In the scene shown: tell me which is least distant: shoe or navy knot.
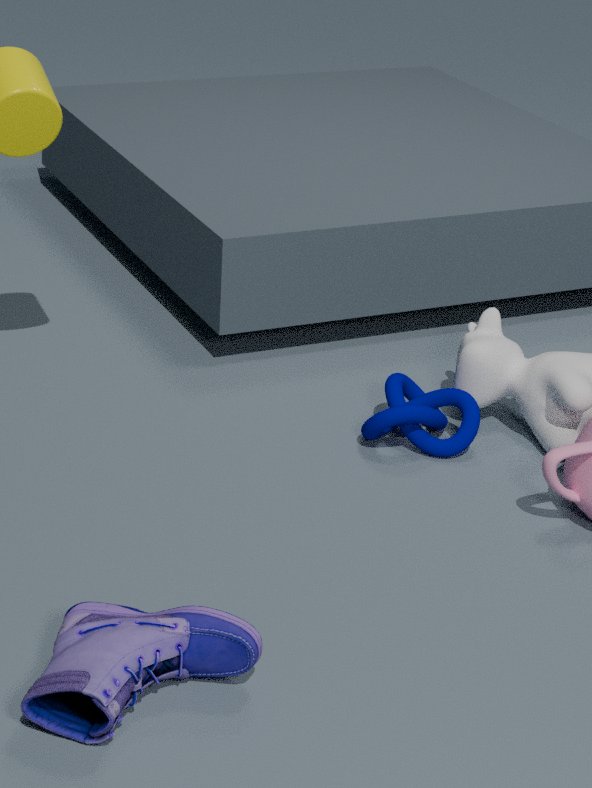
shoe
